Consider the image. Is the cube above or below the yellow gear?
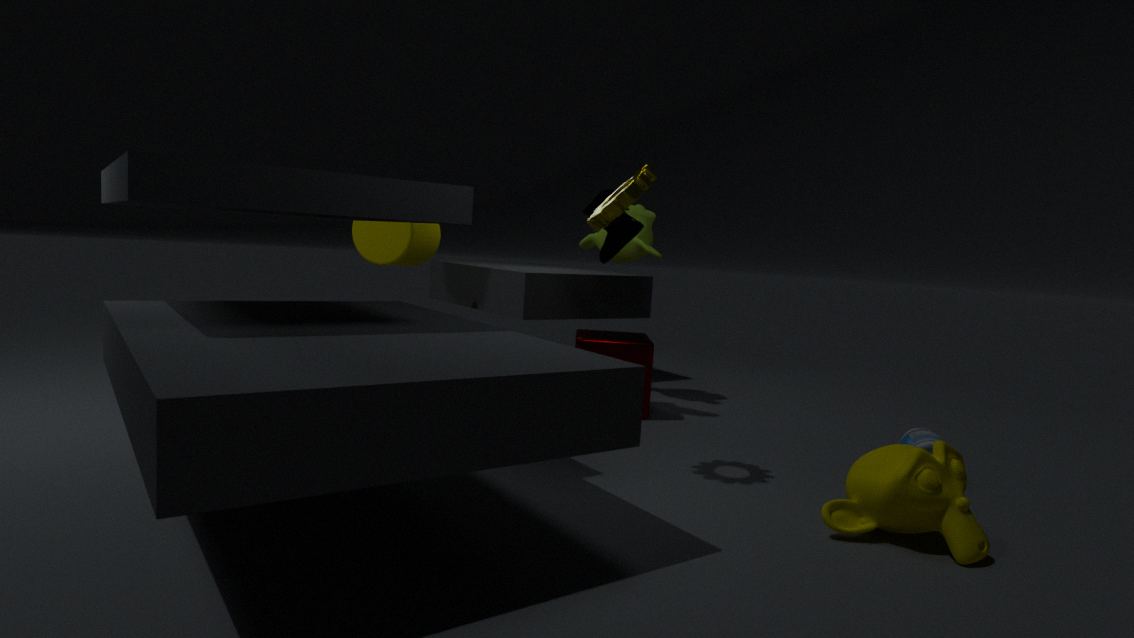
below
